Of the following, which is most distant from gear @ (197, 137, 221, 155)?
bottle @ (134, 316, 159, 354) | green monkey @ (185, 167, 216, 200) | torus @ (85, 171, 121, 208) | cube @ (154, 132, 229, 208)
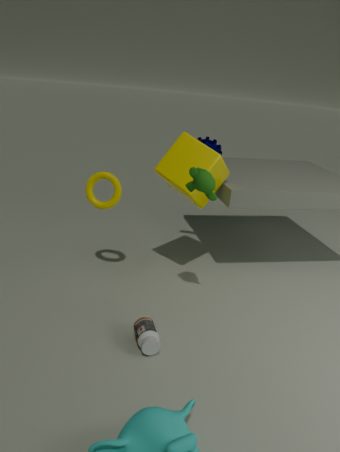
bottle @ (134, 316, 159, 354)
